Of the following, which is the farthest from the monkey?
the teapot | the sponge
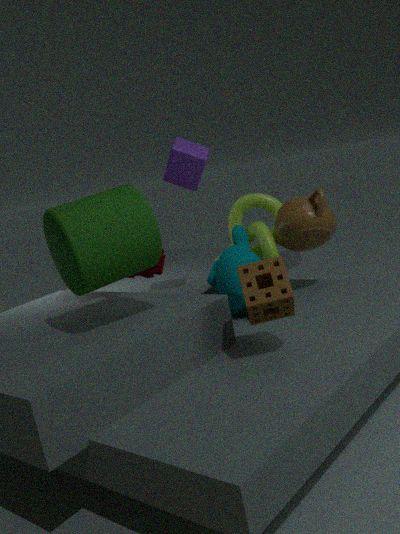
the sponge
